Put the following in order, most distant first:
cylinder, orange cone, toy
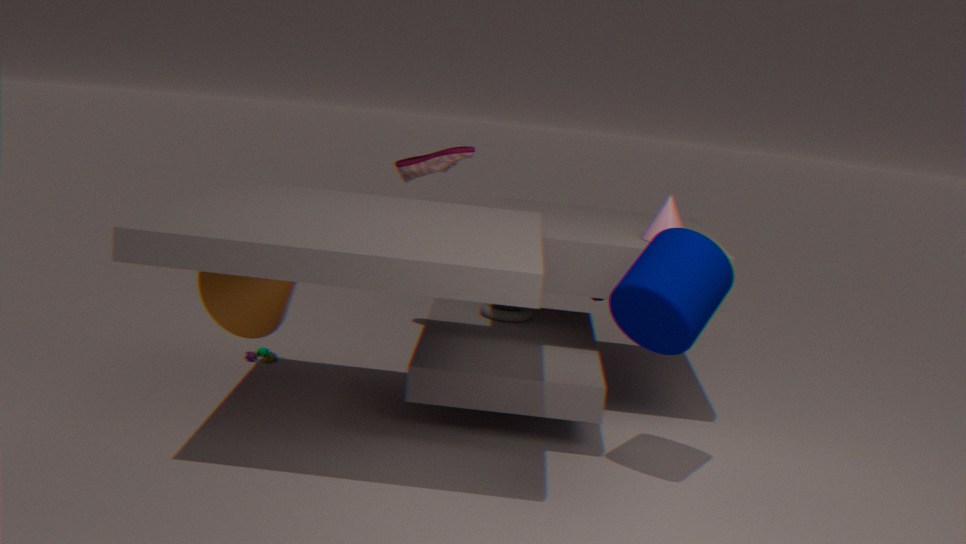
toy
orange cone
cylinder
